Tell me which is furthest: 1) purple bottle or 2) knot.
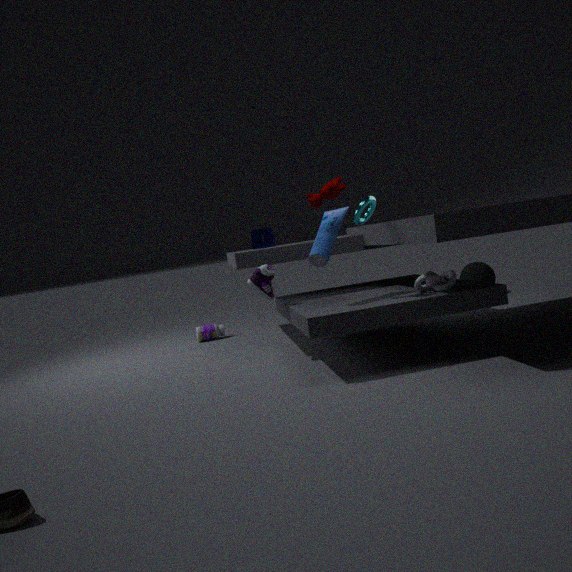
1. purple bottle
